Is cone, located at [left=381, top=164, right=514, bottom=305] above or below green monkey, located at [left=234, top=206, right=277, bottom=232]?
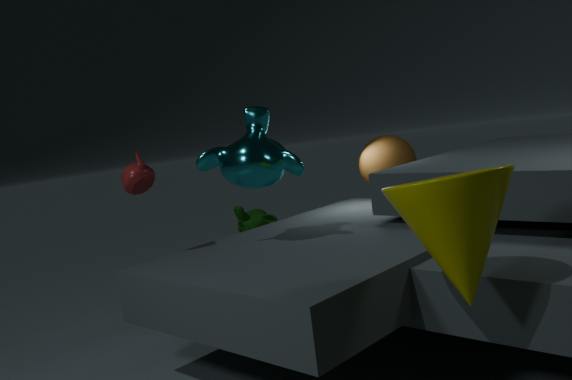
above
